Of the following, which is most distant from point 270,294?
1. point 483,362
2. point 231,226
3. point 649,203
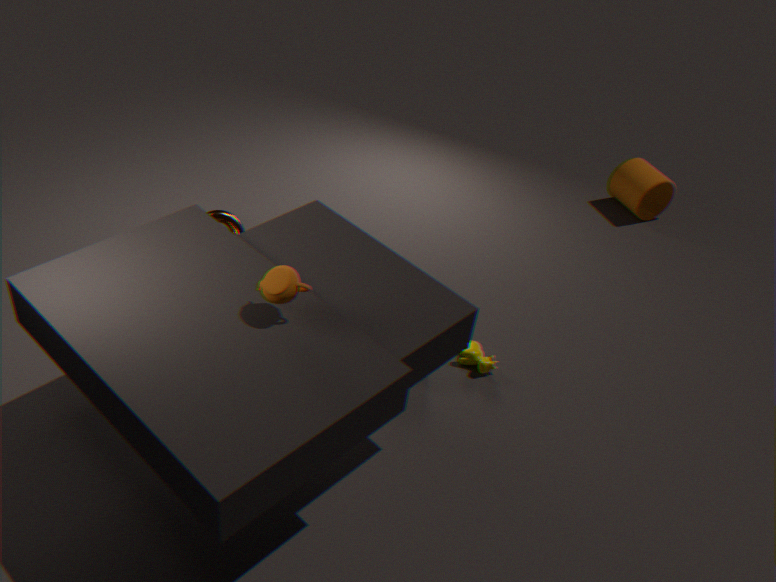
point 649,203
